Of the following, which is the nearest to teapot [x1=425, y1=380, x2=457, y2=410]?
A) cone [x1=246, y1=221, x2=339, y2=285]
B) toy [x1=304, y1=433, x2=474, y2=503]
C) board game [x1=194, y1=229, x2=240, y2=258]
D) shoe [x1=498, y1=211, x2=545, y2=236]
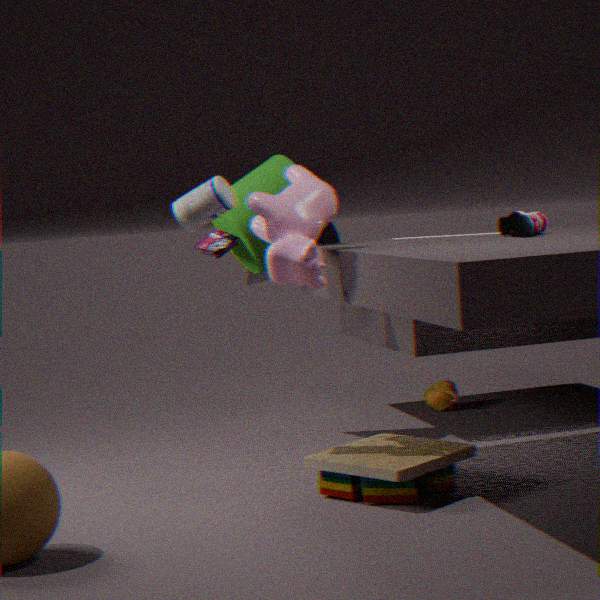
cone [x1=246, y1=221, x2=339, y2=285]
